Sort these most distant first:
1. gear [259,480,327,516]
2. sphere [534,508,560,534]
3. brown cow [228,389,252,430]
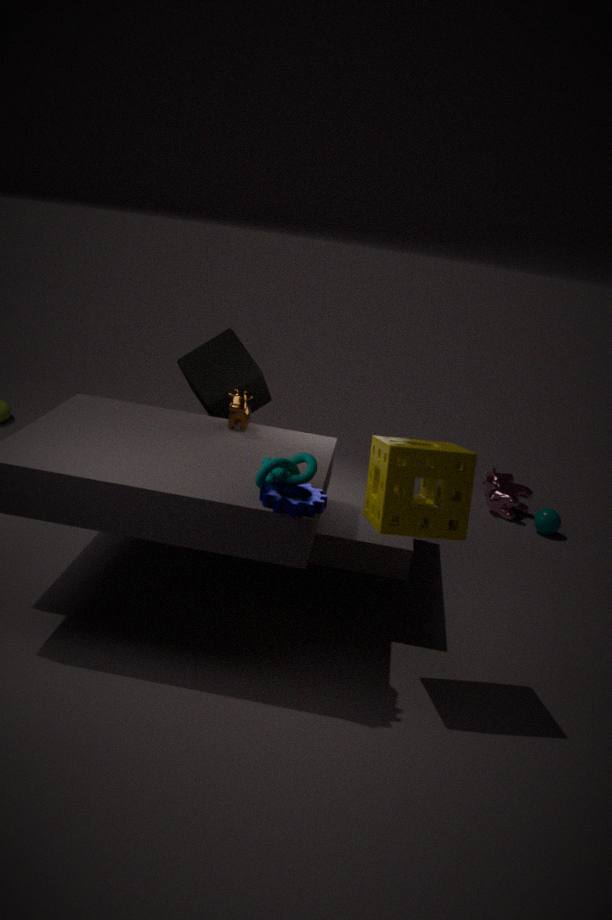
sphere [534,508,560,534] < brown cow [228,389,252,430] < gear [259,480,327,516]
